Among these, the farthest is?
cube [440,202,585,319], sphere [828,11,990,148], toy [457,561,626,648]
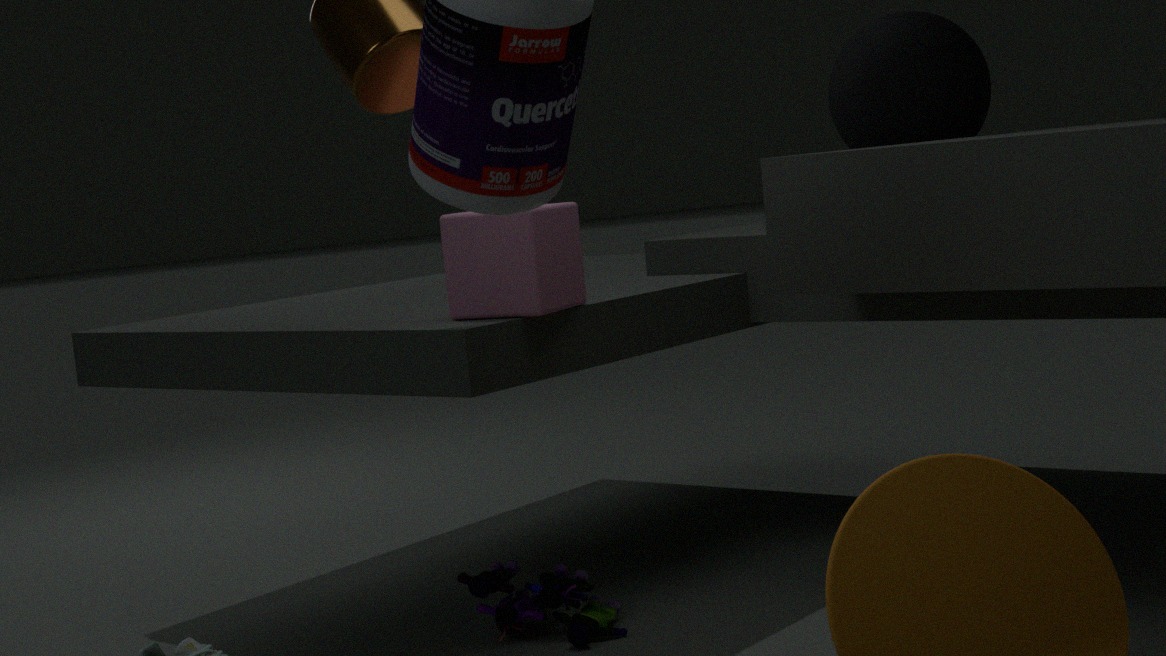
sphere [828,11,990,148]
